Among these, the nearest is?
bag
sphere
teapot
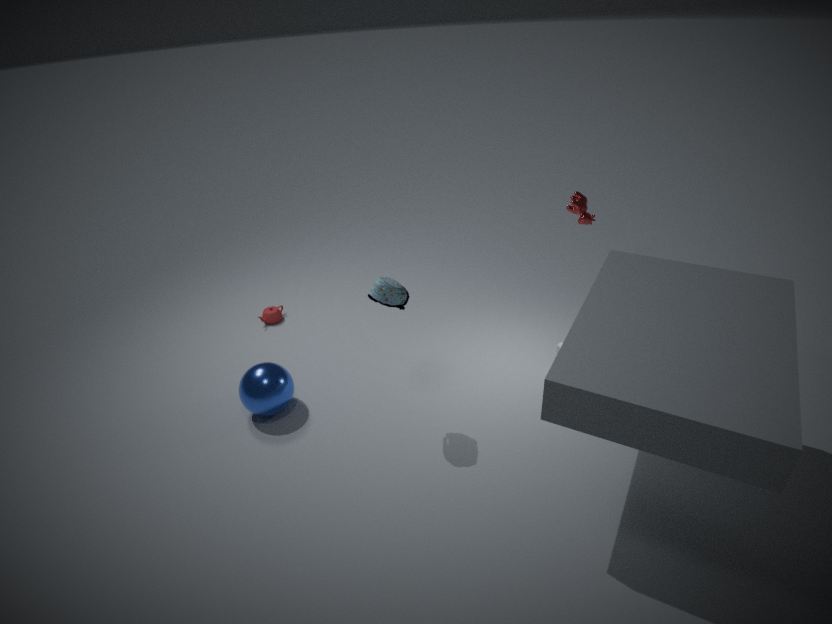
bag
